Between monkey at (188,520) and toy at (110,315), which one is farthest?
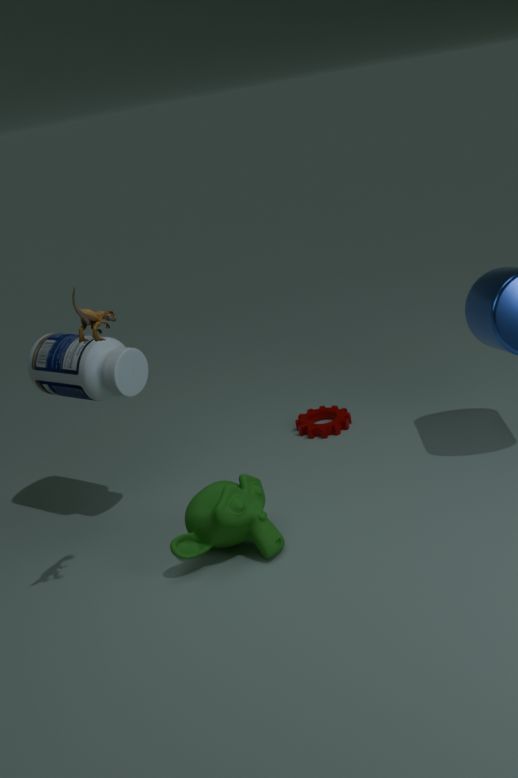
monkey at (188,520)
